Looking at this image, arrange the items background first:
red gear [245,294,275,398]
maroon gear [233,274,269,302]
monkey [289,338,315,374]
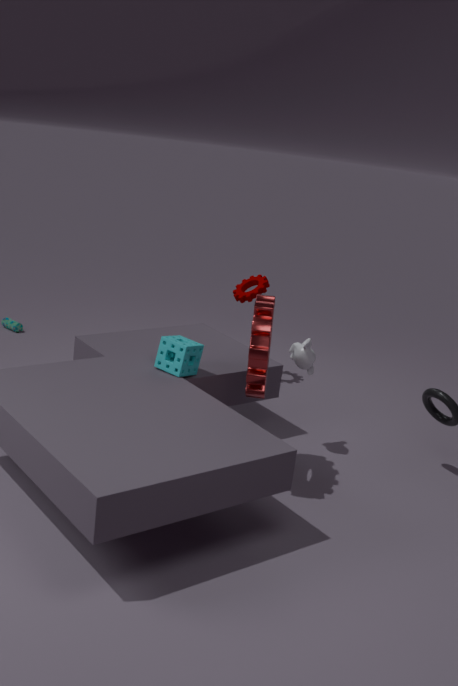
maroon gear [233,274,269,302] < monkey [289,338,315,374] < red gear [245,294,275,398]
